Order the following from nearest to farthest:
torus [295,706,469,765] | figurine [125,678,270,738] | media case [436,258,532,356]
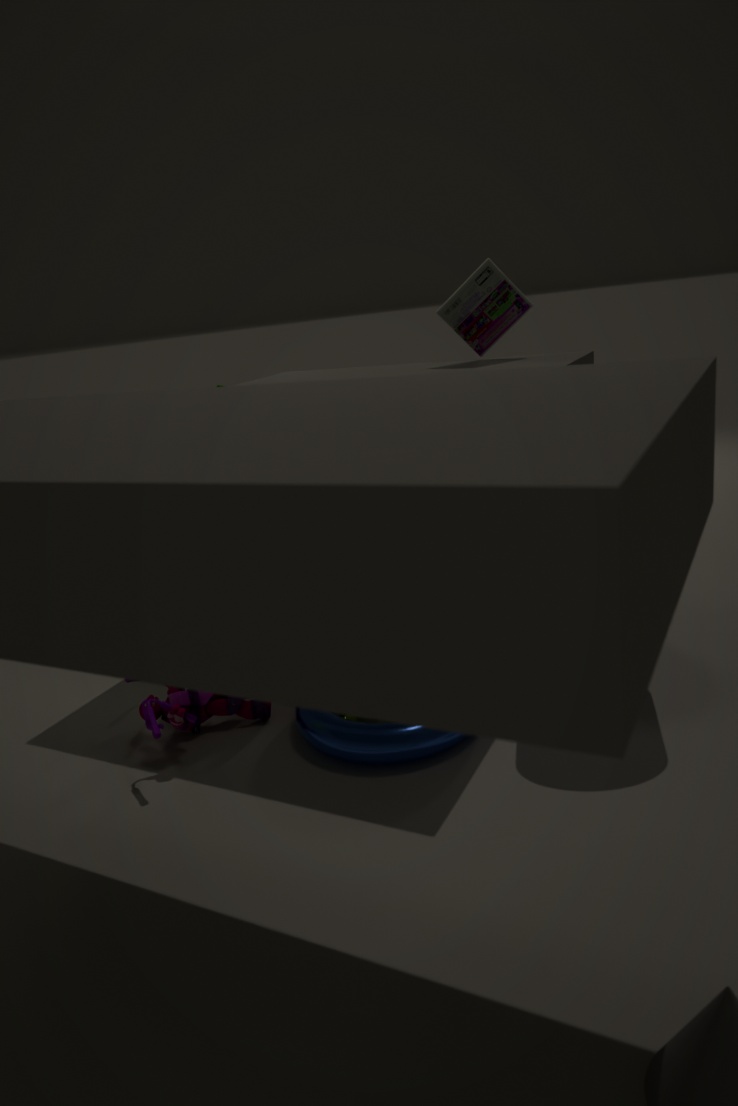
torus [295,706,469,765] → figurine [125,678,270,738] → media case [436,258,532,356]
